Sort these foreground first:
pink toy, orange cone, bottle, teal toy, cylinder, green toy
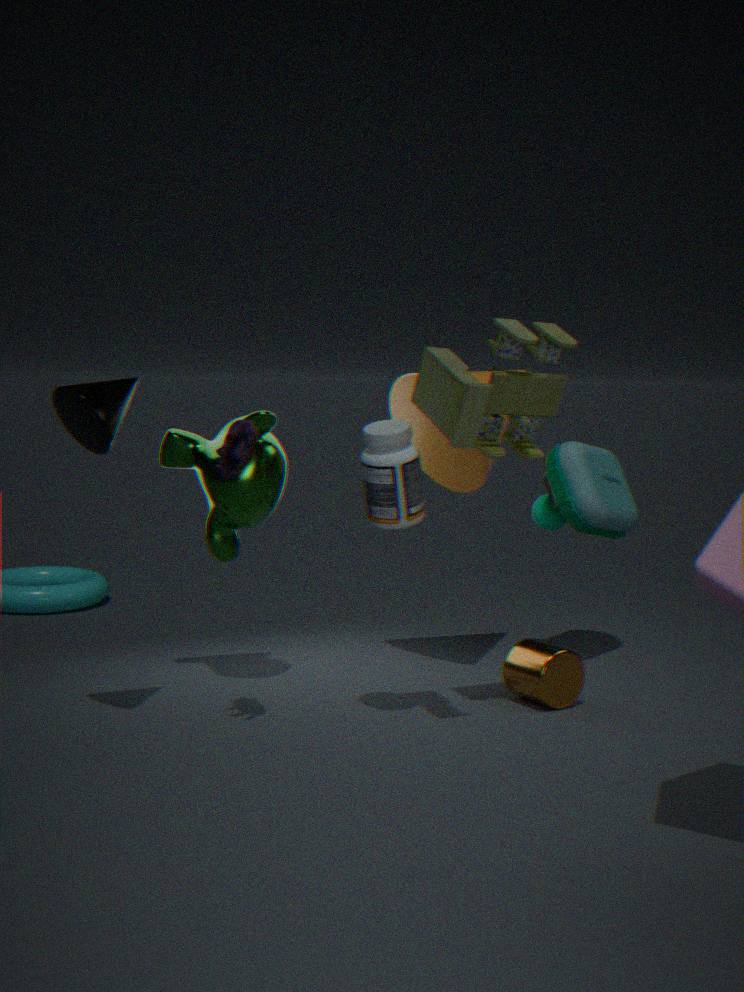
green toy < pink toy < bottle < cylinder < orange cone < teal toy
